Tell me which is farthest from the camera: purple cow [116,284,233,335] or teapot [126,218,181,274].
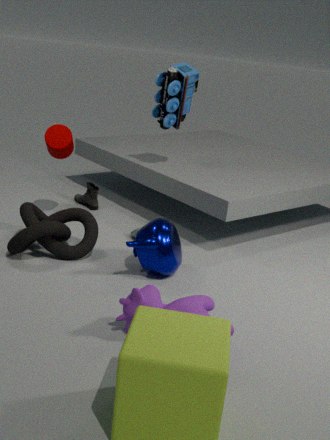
teapot [126,218,181,274]
